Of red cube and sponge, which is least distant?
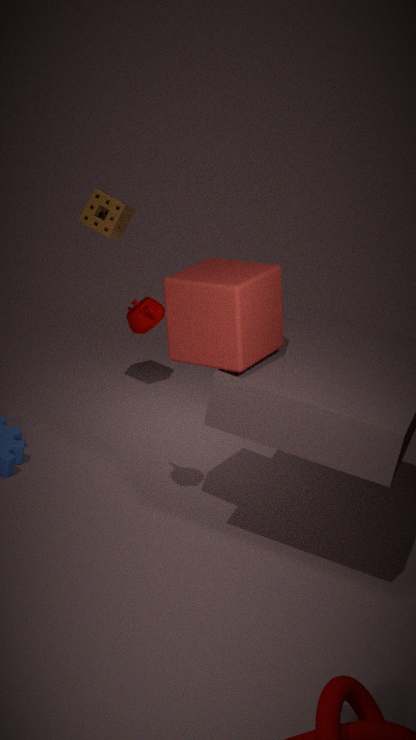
red cube
